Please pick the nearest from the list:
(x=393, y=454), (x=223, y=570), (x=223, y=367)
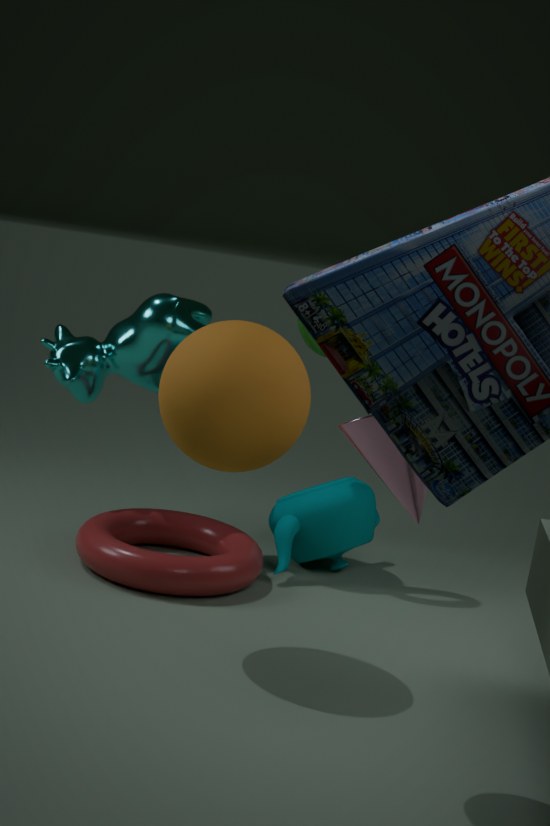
(x=393, y=454)
